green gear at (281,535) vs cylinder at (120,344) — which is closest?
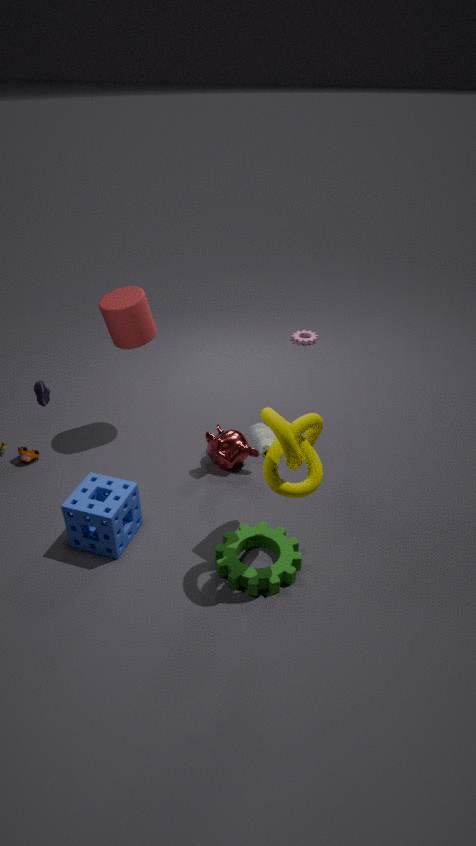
green gear at (281,535)
